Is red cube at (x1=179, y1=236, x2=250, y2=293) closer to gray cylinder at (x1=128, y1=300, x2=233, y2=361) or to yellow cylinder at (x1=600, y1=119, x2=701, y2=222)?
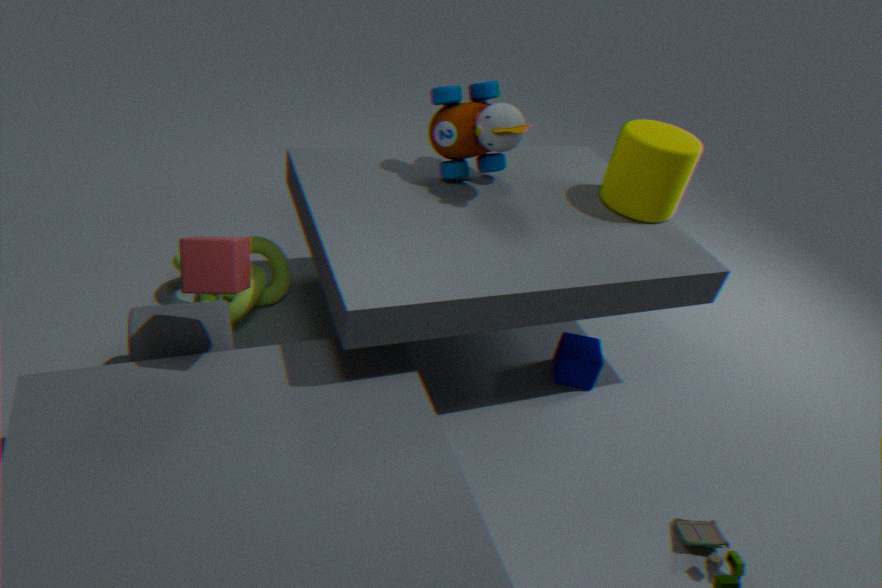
gray cylinder at (x1=128, y1=300, x2=233, y2=361)
